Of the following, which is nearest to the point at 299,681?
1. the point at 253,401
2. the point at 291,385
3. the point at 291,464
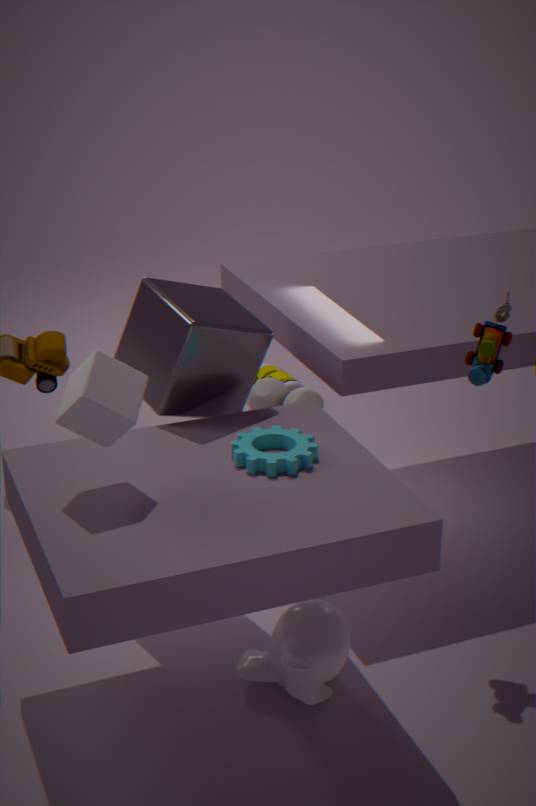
the point at 291,464
